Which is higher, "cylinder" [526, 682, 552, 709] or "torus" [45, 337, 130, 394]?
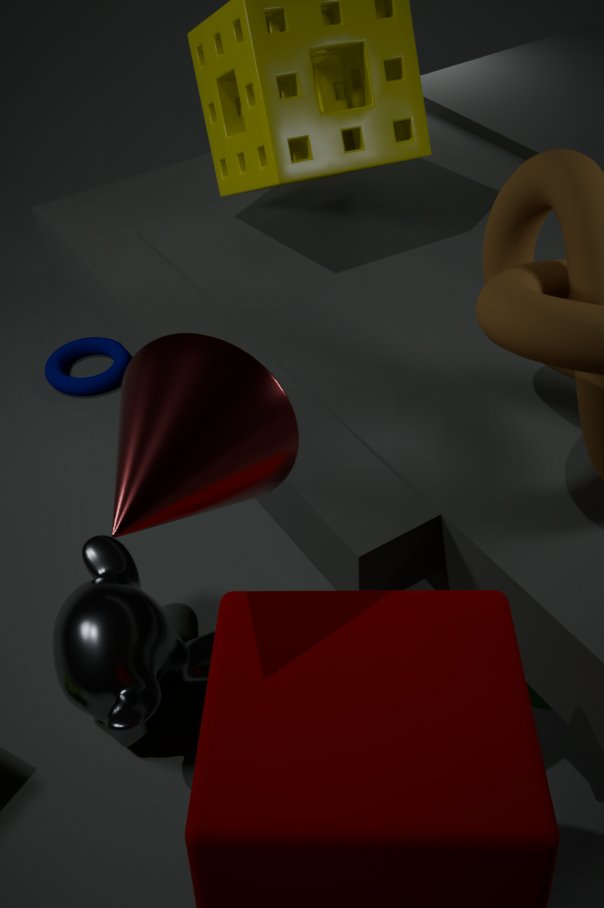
"cylinder" [526, 682, 552, 709]
